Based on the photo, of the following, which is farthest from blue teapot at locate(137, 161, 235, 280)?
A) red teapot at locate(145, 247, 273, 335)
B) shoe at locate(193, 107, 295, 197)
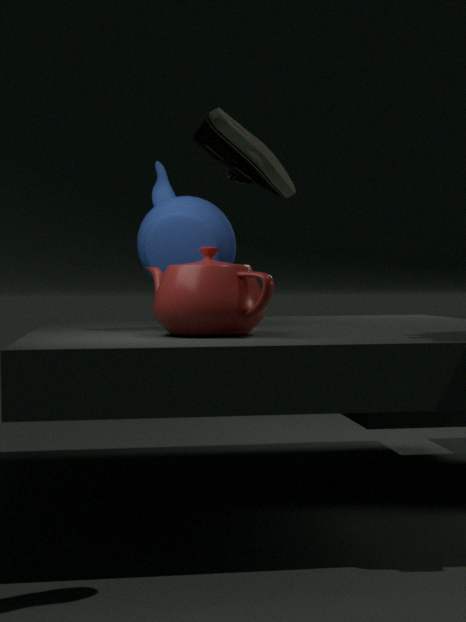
shoe at locate(193, 107, 295, 197)
